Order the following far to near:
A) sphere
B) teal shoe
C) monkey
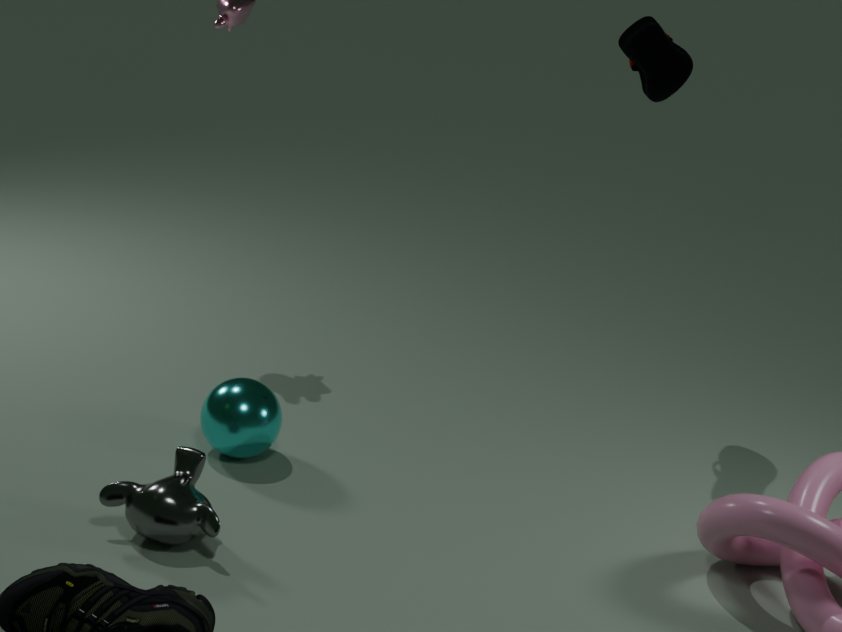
teal shoe, sphere, monkey
